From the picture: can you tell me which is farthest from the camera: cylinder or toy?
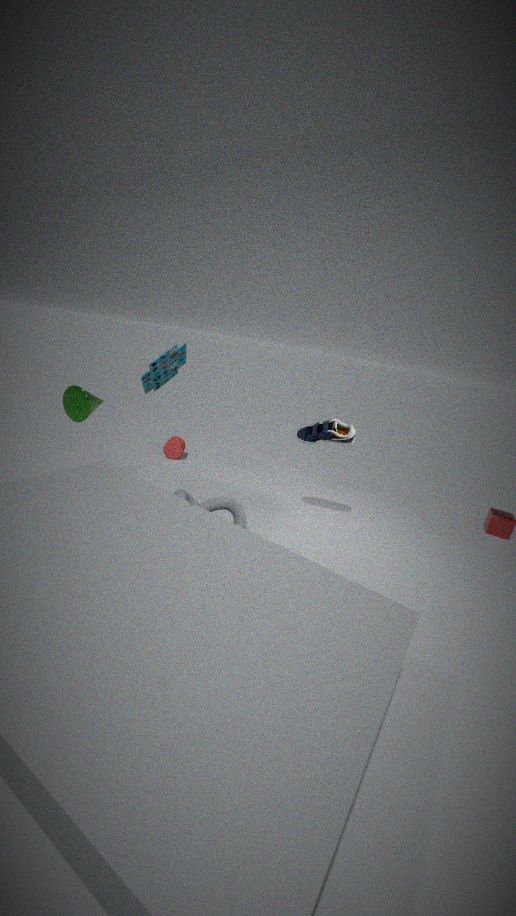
cylinder
